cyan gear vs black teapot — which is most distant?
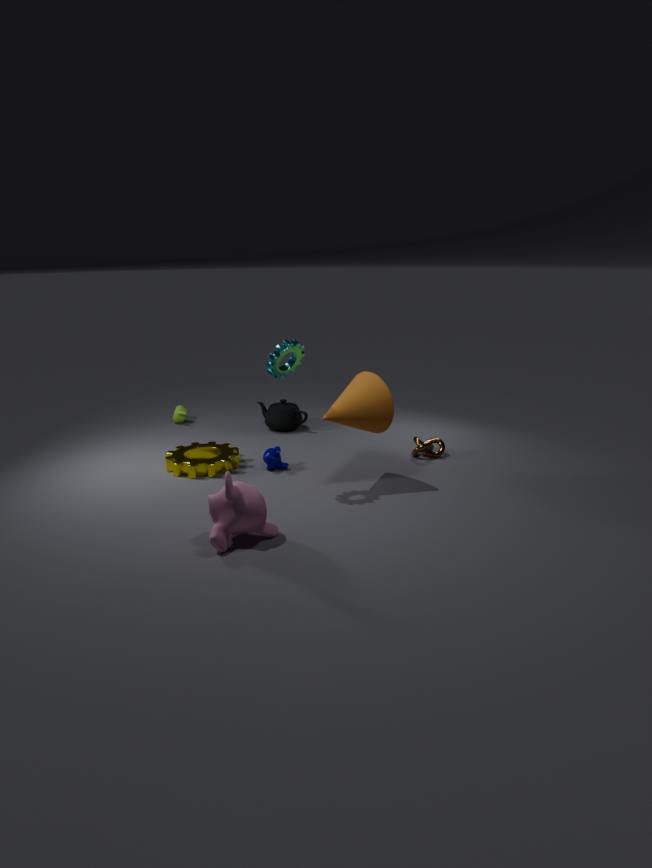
black teapot
